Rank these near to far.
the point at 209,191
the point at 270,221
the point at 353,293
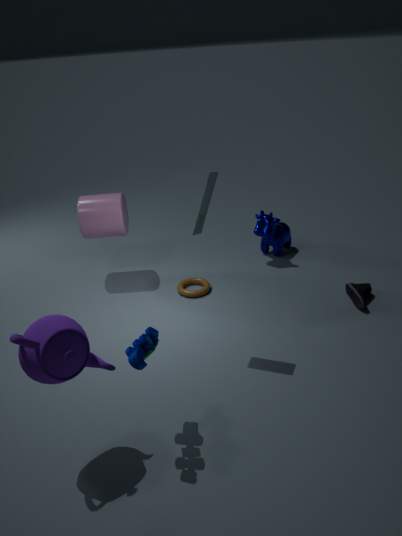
the point at 209,191
the point at 353,293
the point at 270,221
